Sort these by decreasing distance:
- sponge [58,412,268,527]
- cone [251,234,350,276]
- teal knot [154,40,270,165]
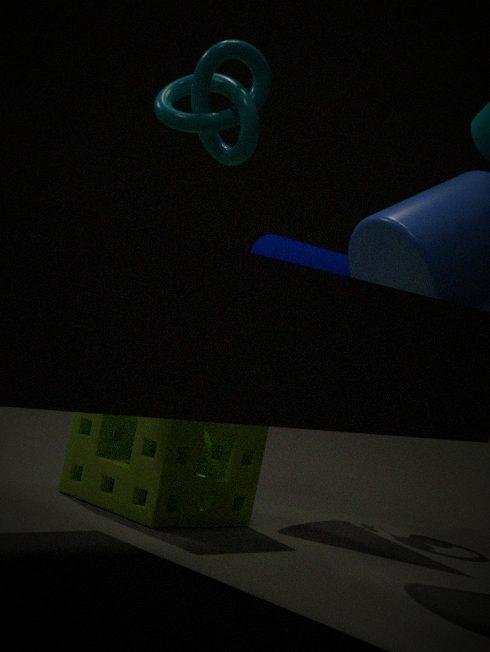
cone [251,234,350,276] → sponge [58,412,268,527] → teal knot [154,40,270,165]
